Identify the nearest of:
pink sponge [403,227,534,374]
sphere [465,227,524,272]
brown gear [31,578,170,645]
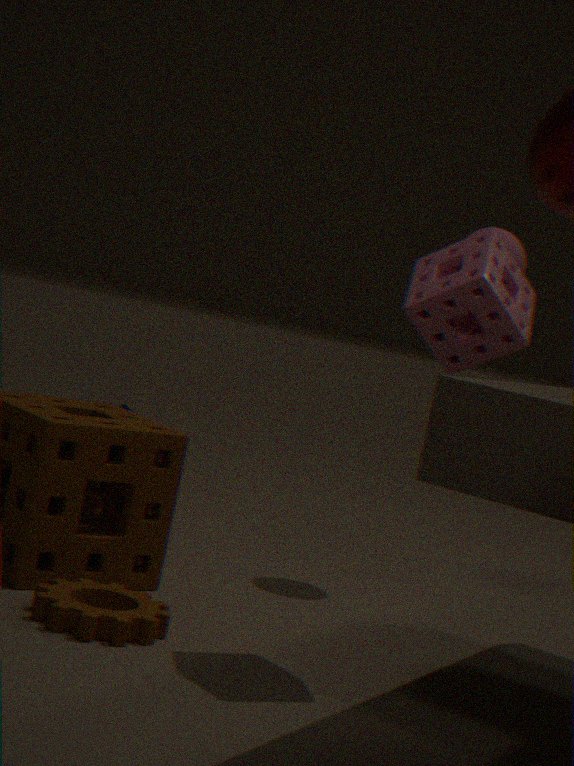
brown gear [31,578,170,645]
